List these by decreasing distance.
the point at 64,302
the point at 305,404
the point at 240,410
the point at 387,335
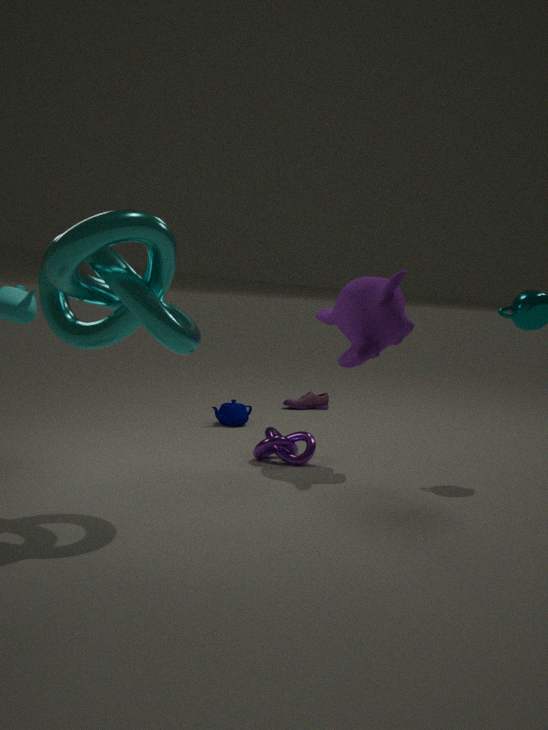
the point at 305,404, the point at 240,410, the point at 387,335, the point at 64,302
